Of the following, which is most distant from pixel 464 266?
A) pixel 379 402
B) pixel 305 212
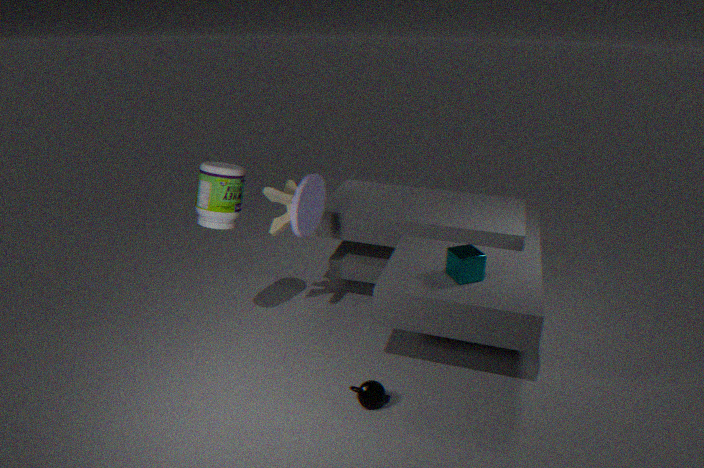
pixel 305 212
